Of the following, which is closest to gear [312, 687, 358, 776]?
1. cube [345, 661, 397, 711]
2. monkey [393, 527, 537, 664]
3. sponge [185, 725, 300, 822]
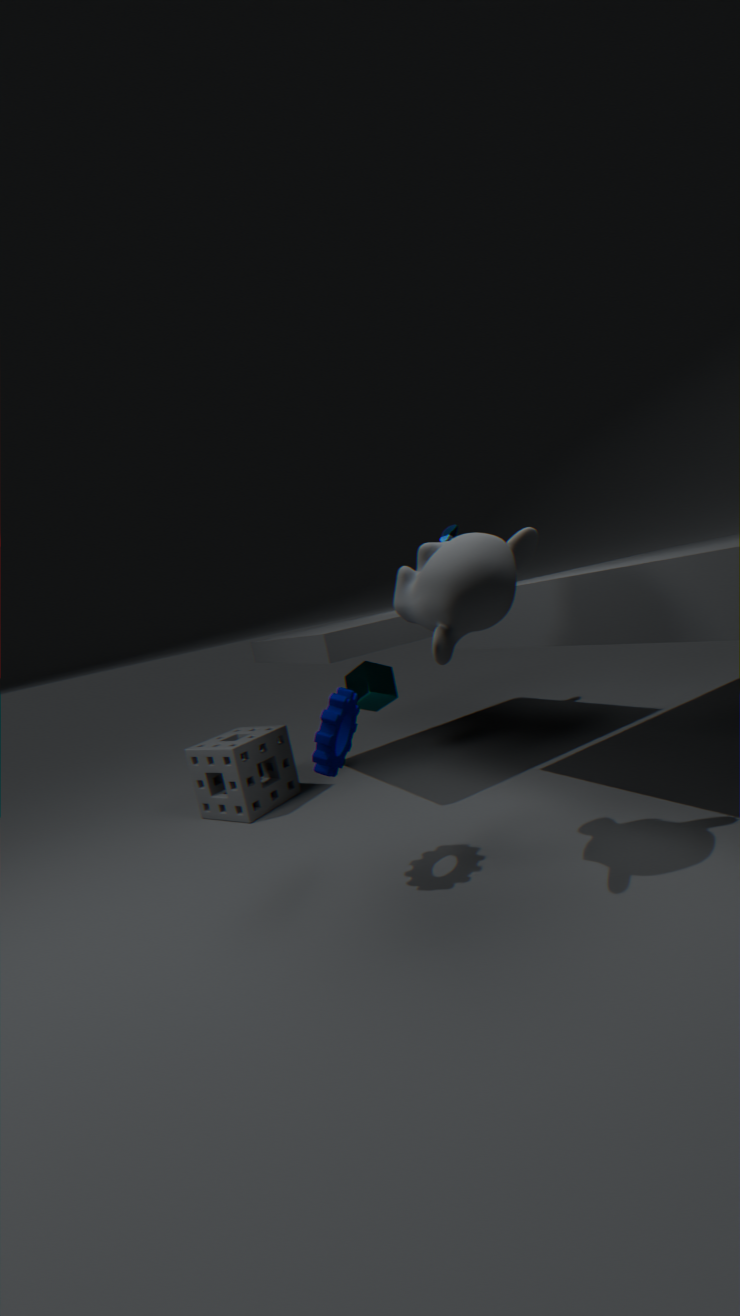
monkey [393, 527, 537, 664]
